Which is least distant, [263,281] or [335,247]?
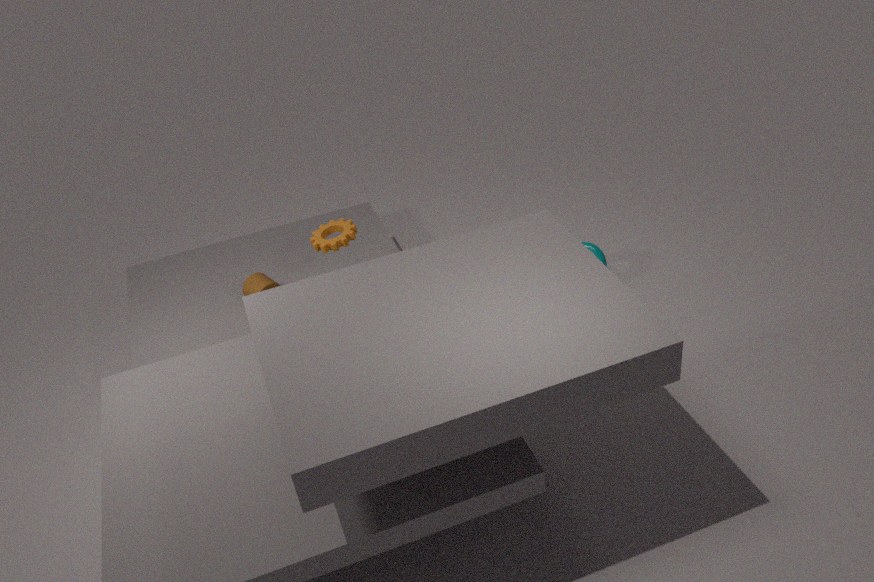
[335,247]
